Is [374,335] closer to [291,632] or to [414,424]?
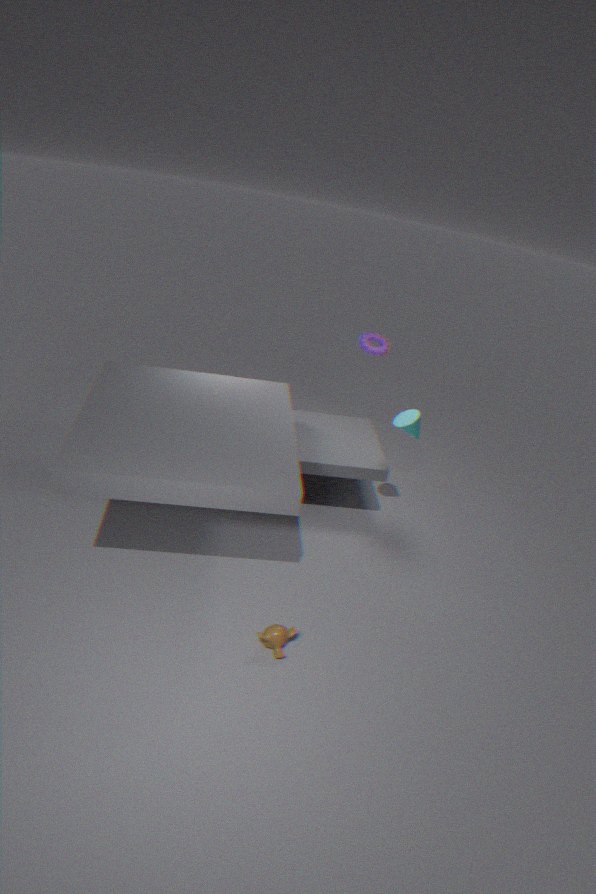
[414,424]
